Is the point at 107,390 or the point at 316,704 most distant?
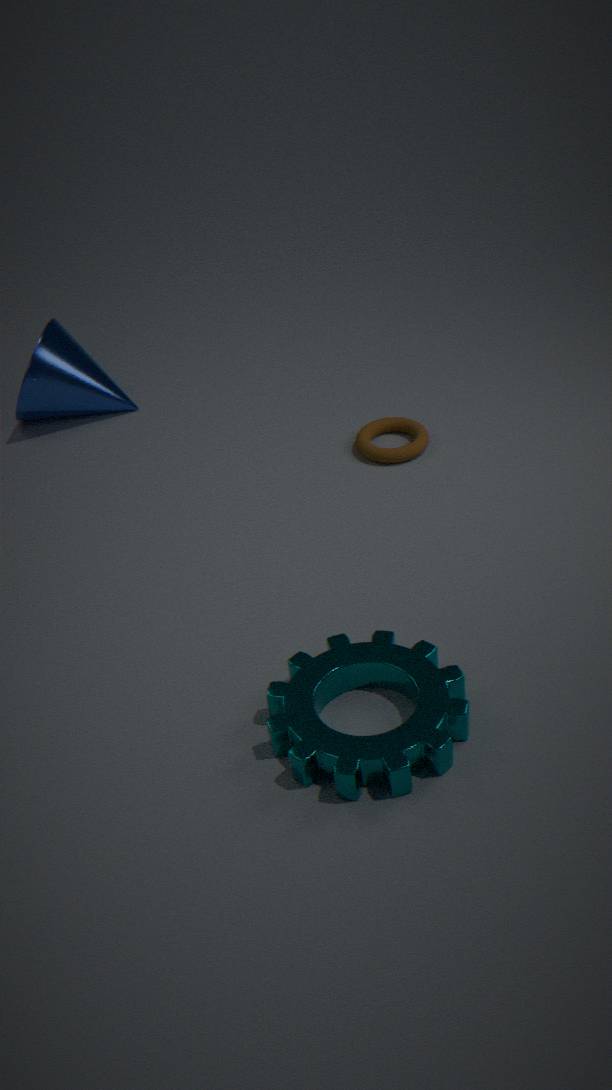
the point at 107,390
